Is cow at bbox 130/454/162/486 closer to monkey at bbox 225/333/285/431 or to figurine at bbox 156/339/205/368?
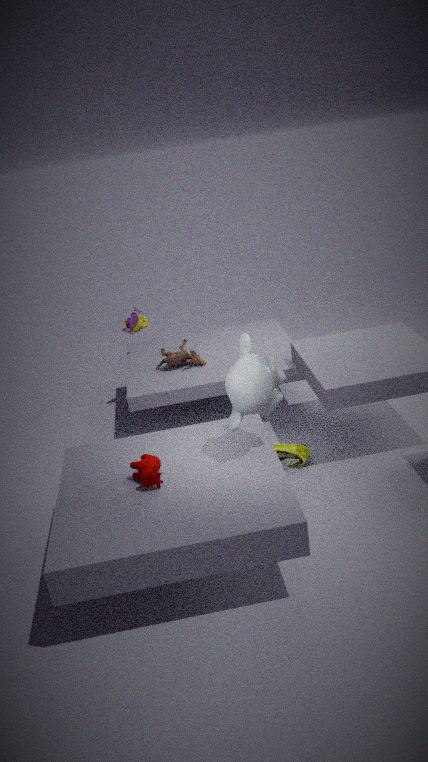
monkey at bbox 225/333/285/431
